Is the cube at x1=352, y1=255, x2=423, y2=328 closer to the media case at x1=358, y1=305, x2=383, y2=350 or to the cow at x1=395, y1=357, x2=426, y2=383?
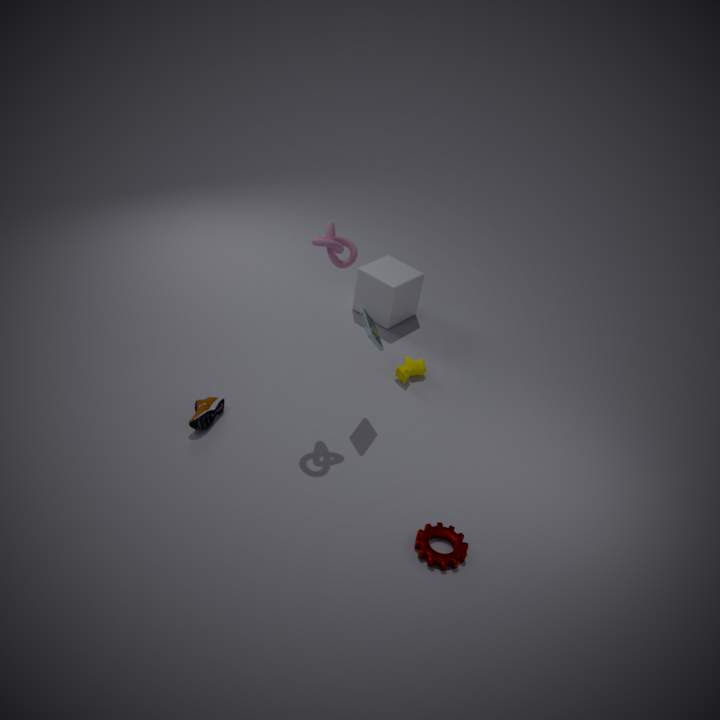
the cow at x1=395, y1=357, x2=426, y2=383
